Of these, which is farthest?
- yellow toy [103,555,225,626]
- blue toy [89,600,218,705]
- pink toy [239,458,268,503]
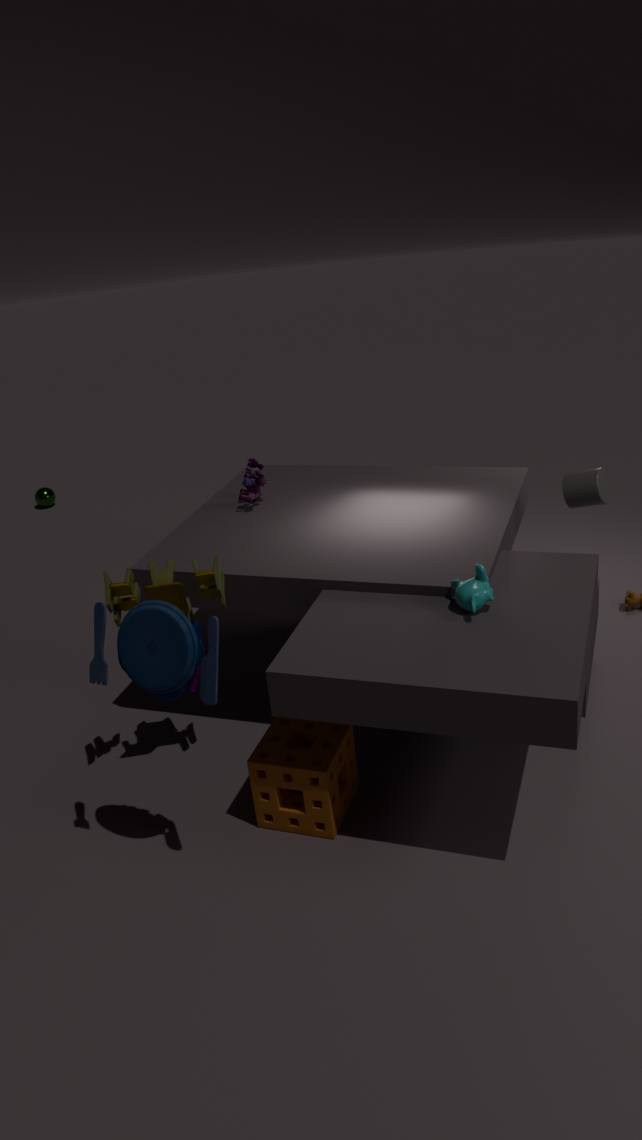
pink toy [239,458,268,503]
